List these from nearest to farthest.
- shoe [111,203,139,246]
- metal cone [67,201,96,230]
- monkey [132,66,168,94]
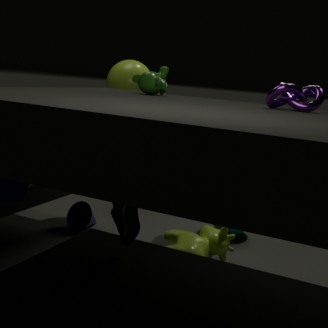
shoe [111,203,139,246], monkey [132,66,168,94], metal cone [67,201,96,230]
